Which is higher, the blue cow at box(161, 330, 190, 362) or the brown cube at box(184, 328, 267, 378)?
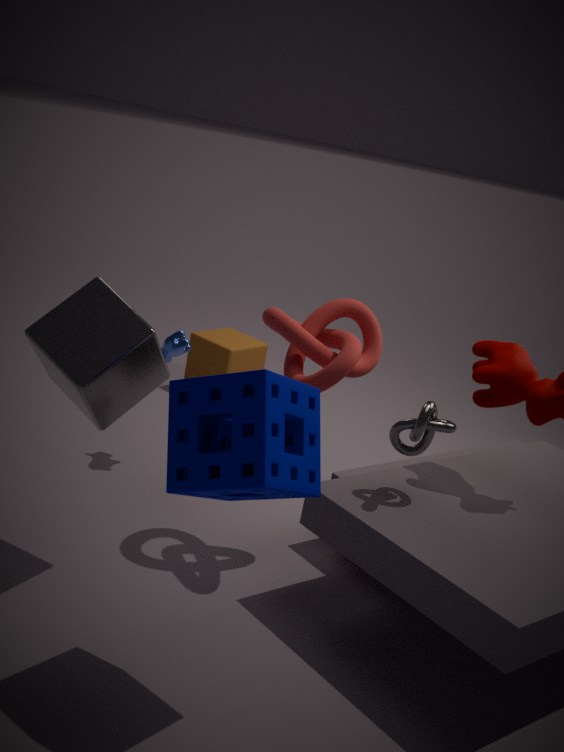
the blue cow at box(161, 330, 190, 362)
